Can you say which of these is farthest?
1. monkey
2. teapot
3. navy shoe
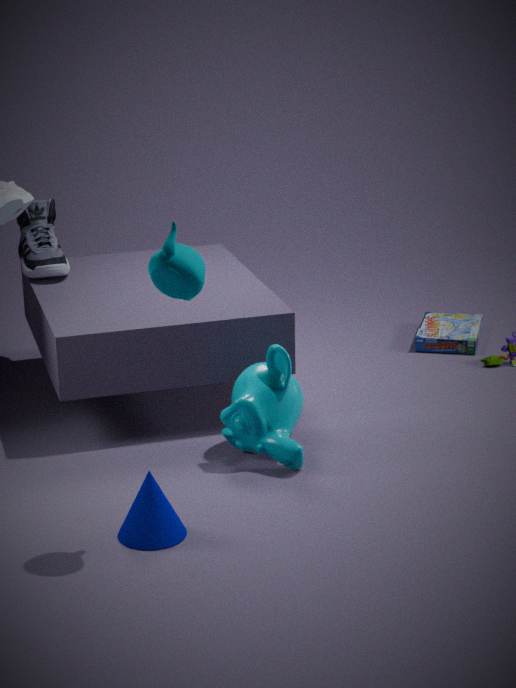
navy shoe
